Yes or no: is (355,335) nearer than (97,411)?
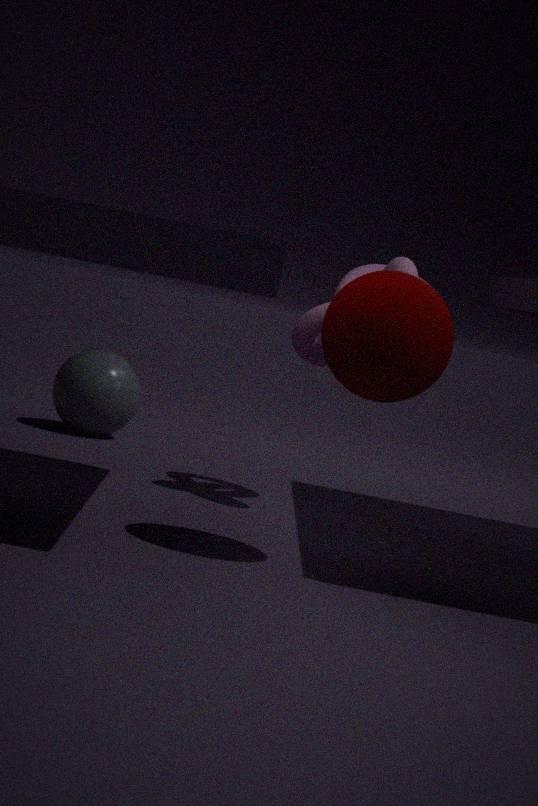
Yes
